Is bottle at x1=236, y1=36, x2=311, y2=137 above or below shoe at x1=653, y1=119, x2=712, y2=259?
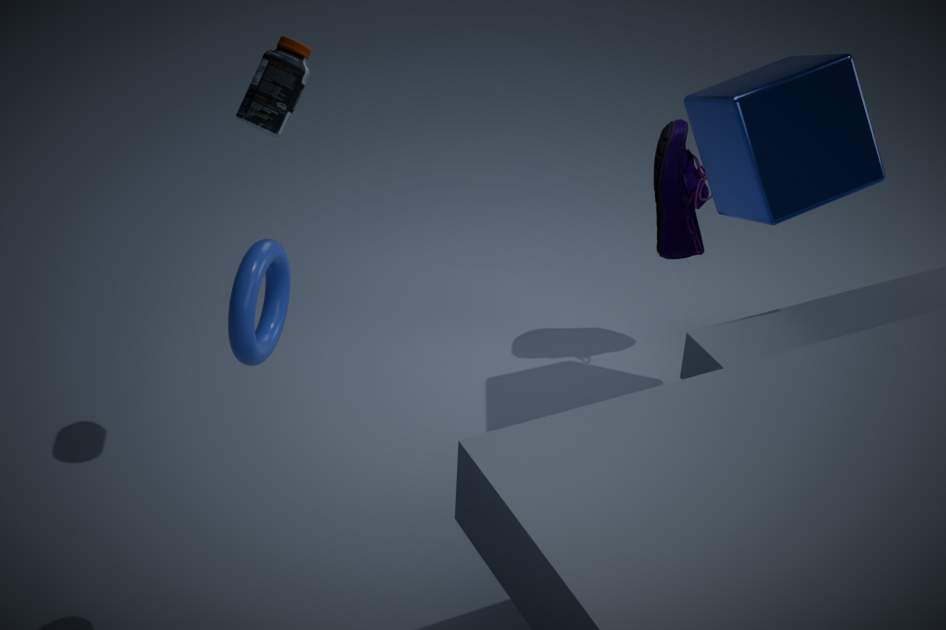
above
